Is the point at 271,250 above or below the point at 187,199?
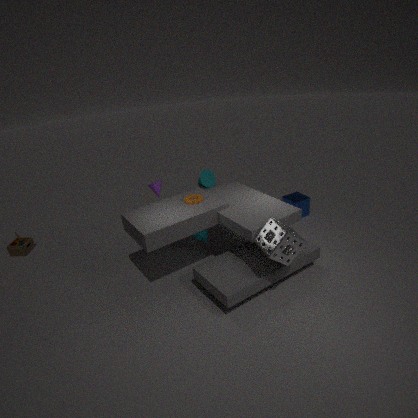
below
